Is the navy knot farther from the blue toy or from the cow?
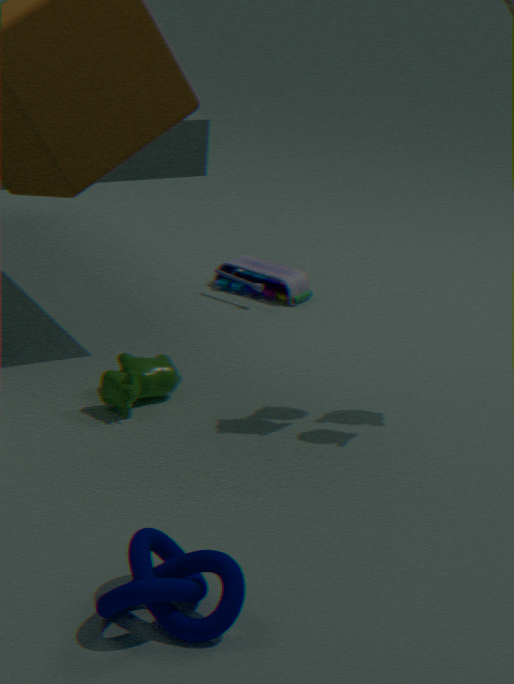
the blue toy
